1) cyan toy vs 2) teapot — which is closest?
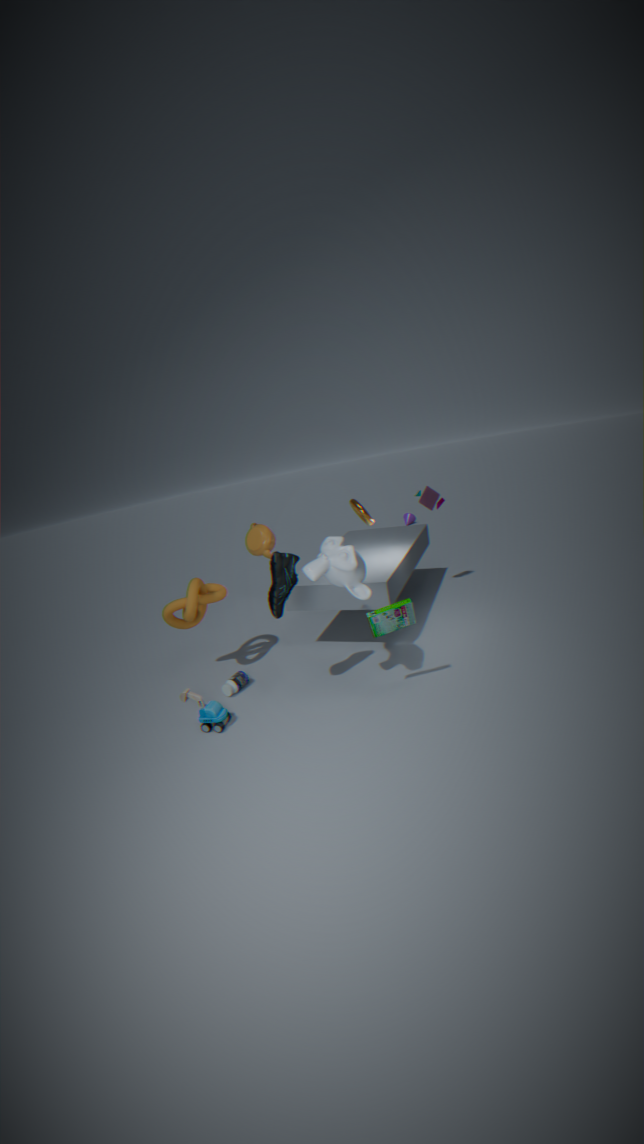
1. cyan toy
